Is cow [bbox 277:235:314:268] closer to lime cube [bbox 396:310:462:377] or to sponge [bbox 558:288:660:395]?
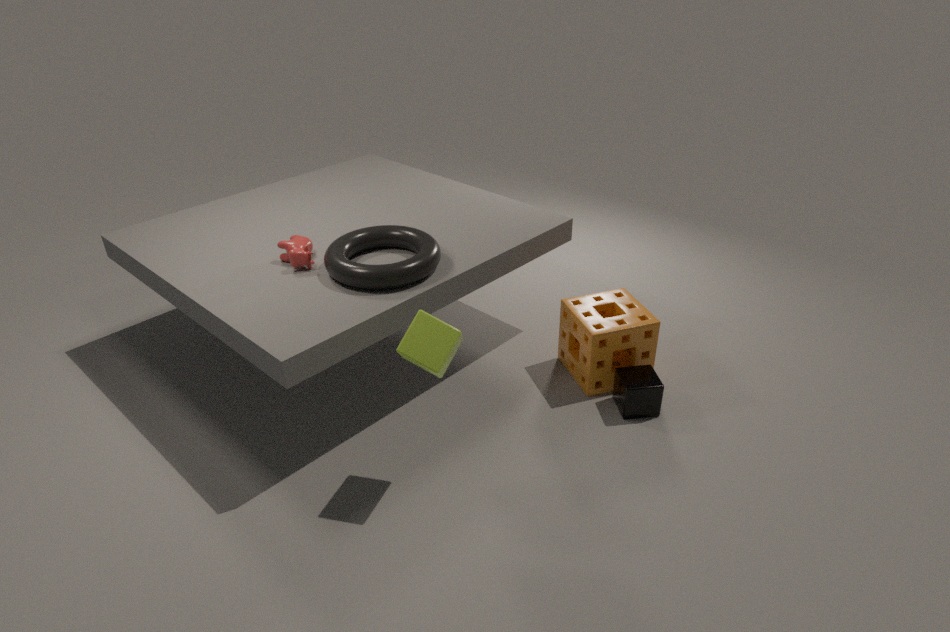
lime cube [bbox 396:310:462:377]
